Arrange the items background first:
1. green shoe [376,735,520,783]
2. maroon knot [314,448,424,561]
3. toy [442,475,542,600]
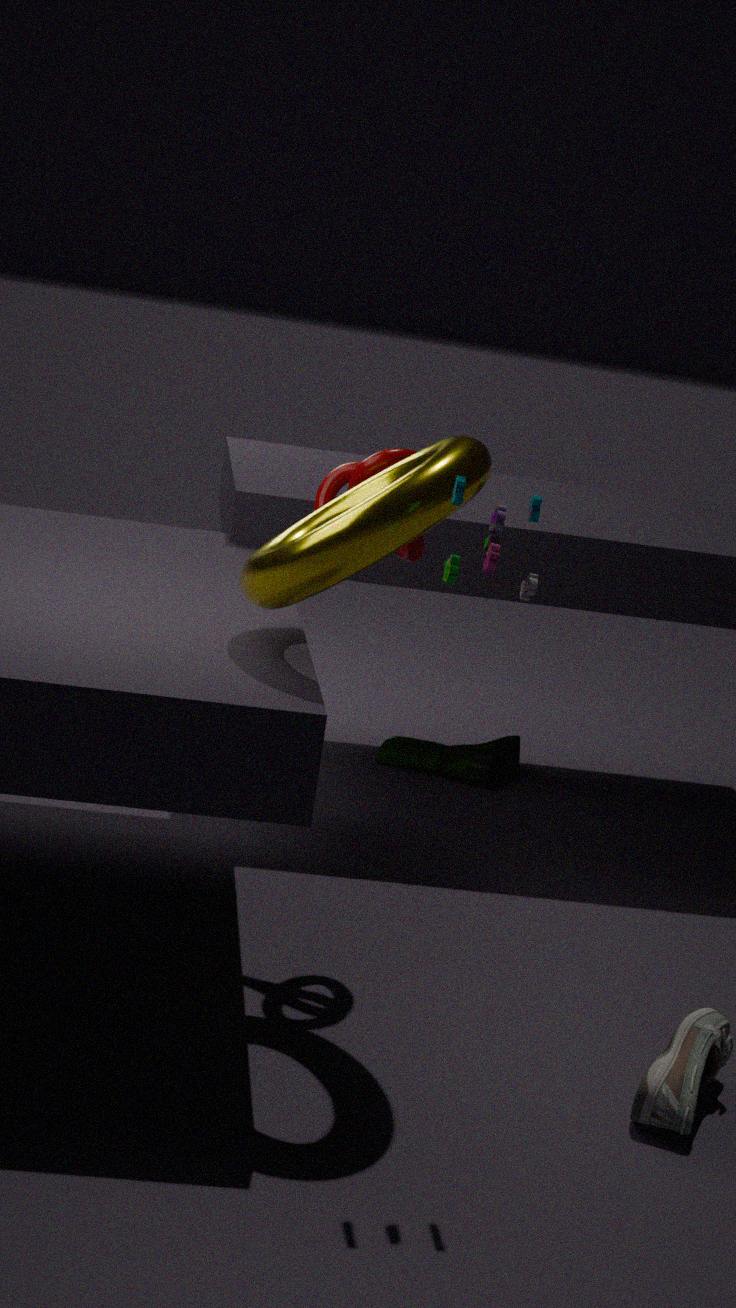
green shoe [376,735,520,783] → maroon knot [314,448,424,561] → toy [442,475,542,600]
